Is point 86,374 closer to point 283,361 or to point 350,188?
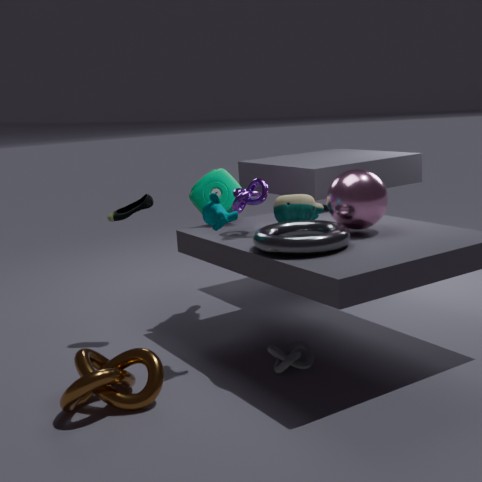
point 283,361
